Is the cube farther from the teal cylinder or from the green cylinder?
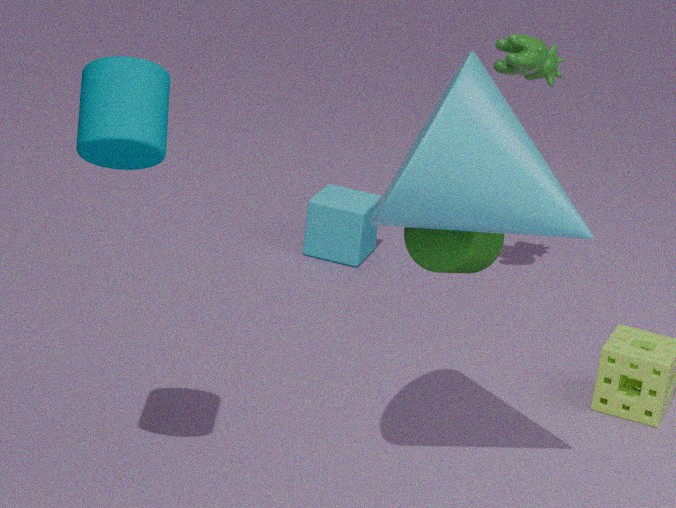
the teal cylinder
